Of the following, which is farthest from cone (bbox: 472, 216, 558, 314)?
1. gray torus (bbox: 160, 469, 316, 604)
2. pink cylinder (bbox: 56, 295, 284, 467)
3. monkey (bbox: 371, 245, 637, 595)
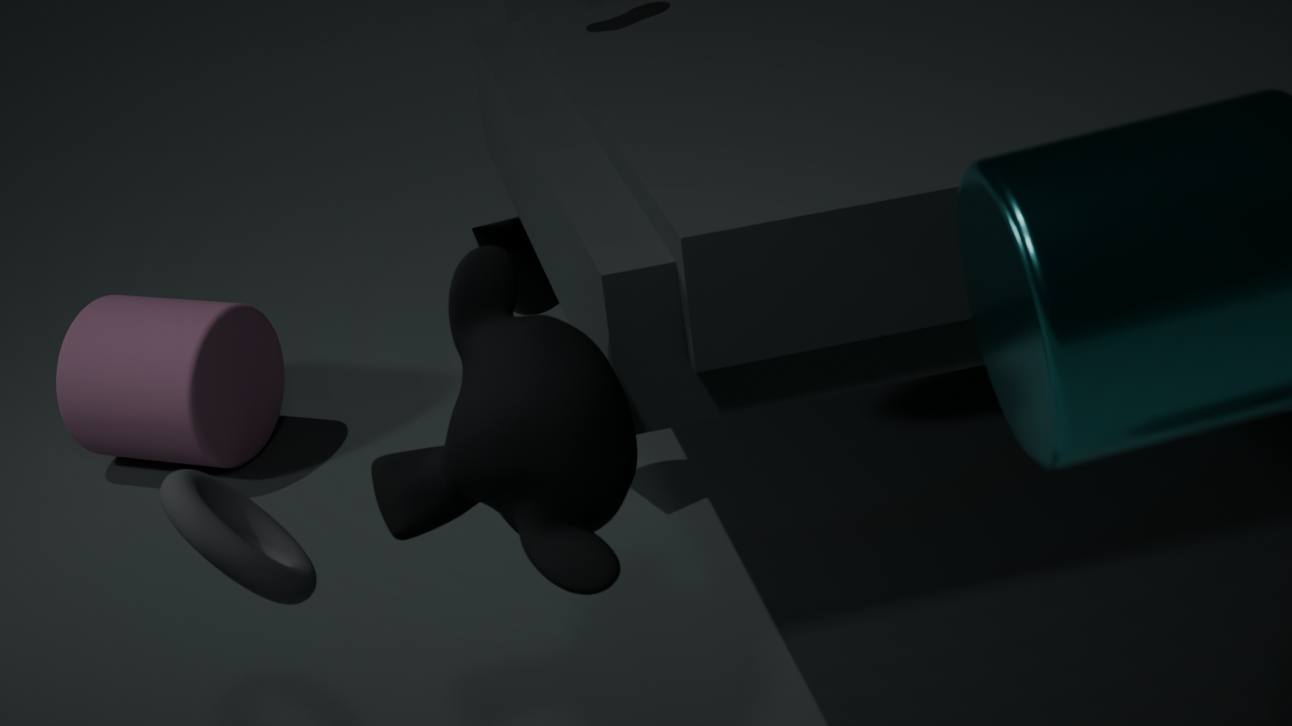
gray torus (bbox: 160, 469, 316, 604)
